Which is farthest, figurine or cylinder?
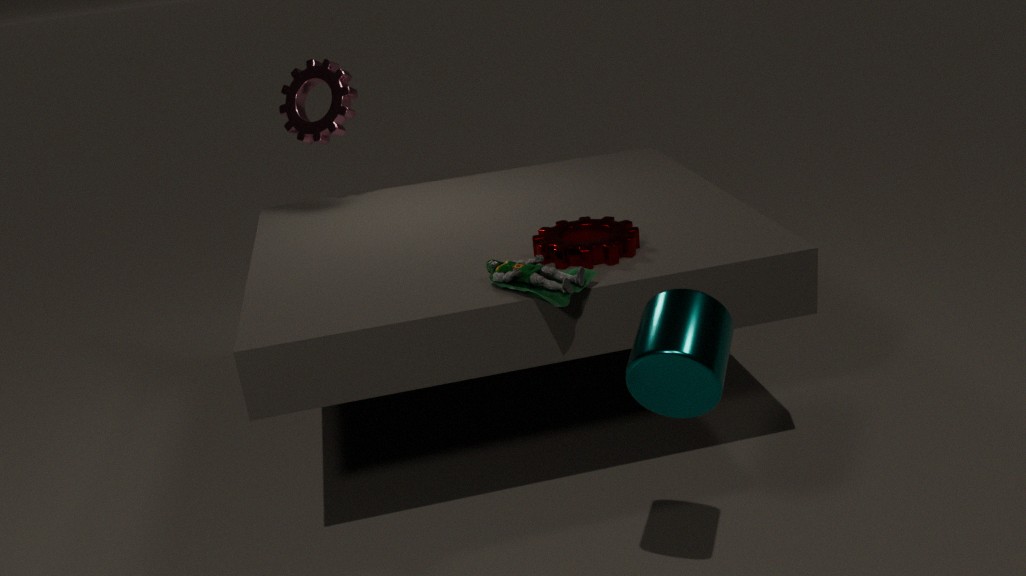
figurine
